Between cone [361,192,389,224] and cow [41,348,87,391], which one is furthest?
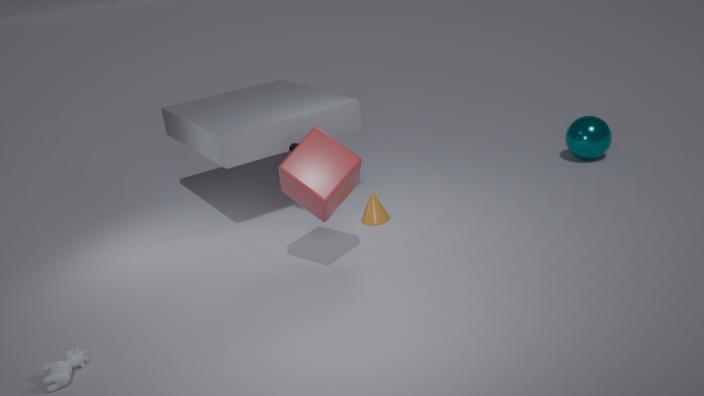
cone [361,192,389,224]
